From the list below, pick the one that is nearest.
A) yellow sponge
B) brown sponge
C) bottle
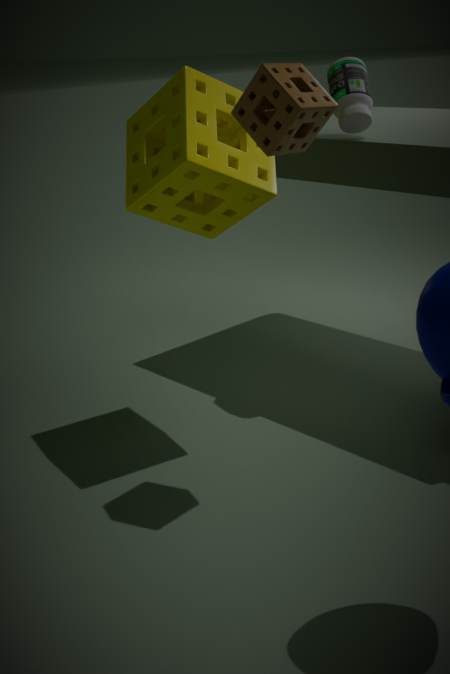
brown sponge
